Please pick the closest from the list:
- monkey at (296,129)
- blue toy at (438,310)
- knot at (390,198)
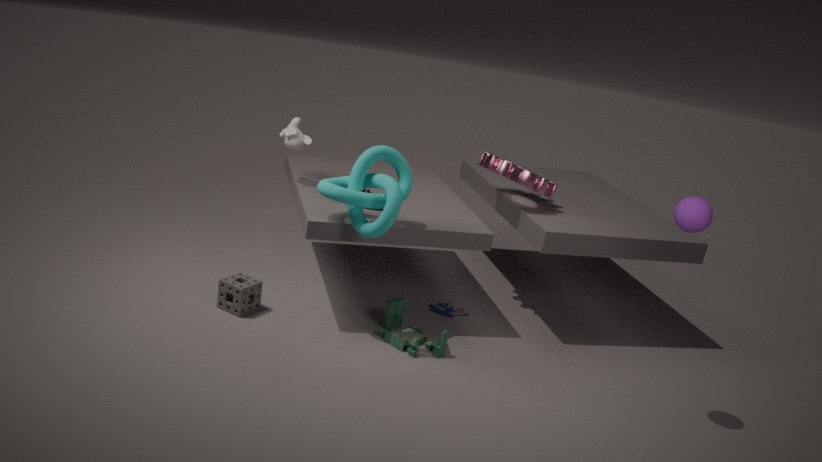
knot at (390,198)
